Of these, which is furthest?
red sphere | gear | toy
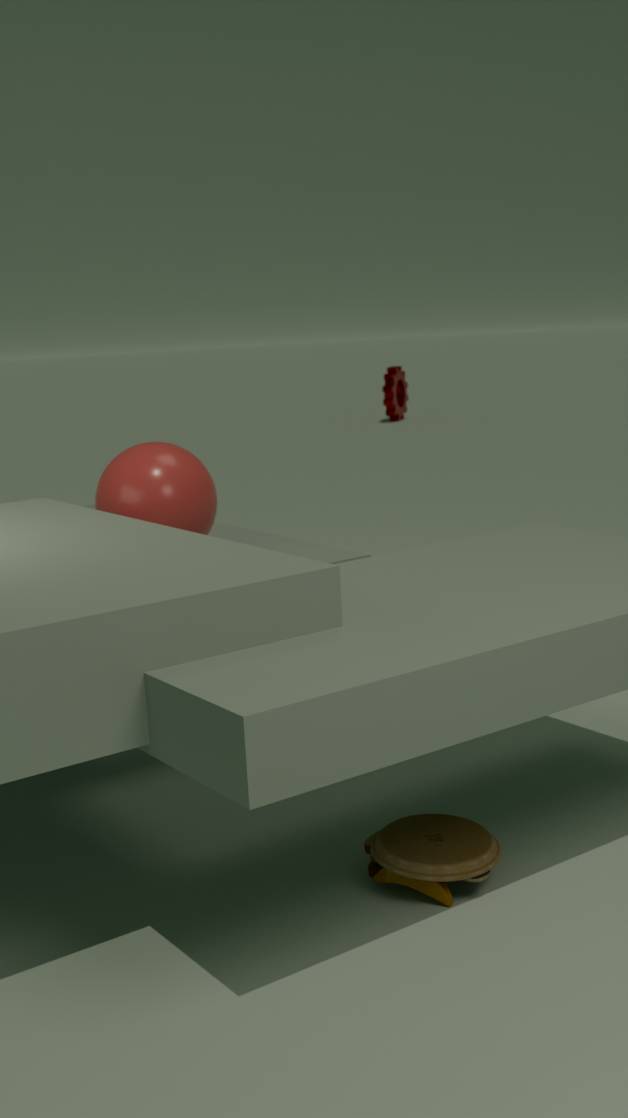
gear
